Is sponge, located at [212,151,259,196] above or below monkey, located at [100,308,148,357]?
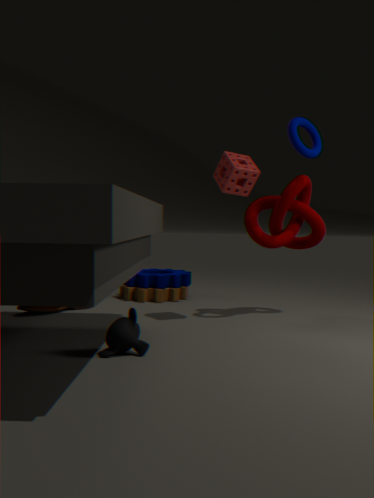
above
